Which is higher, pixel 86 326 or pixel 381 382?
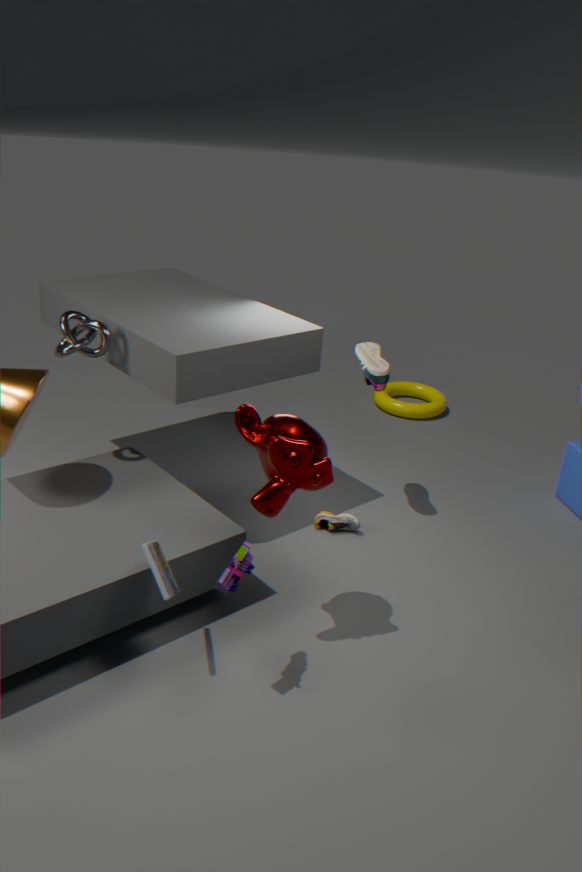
pixel 86 326
